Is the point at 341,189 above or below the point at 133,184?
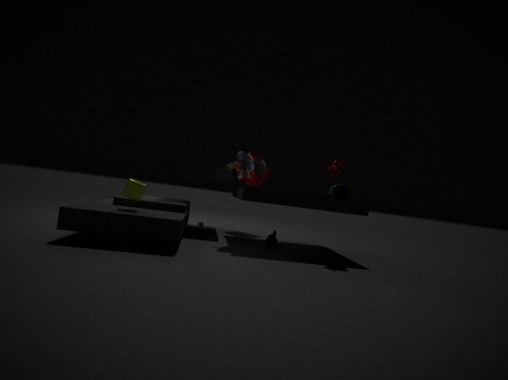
above
